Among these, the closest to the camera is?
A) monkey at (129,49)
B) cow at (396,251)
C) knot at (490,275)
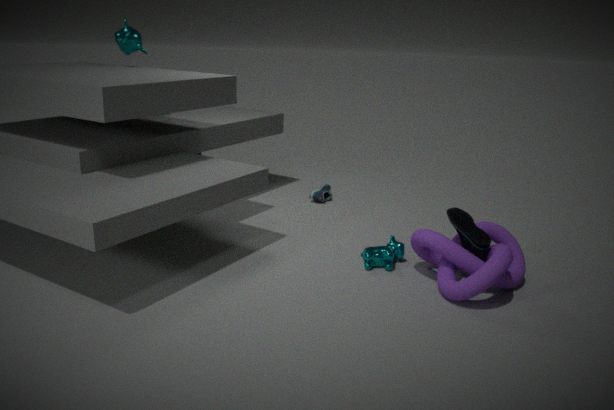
knot at (490,275)
